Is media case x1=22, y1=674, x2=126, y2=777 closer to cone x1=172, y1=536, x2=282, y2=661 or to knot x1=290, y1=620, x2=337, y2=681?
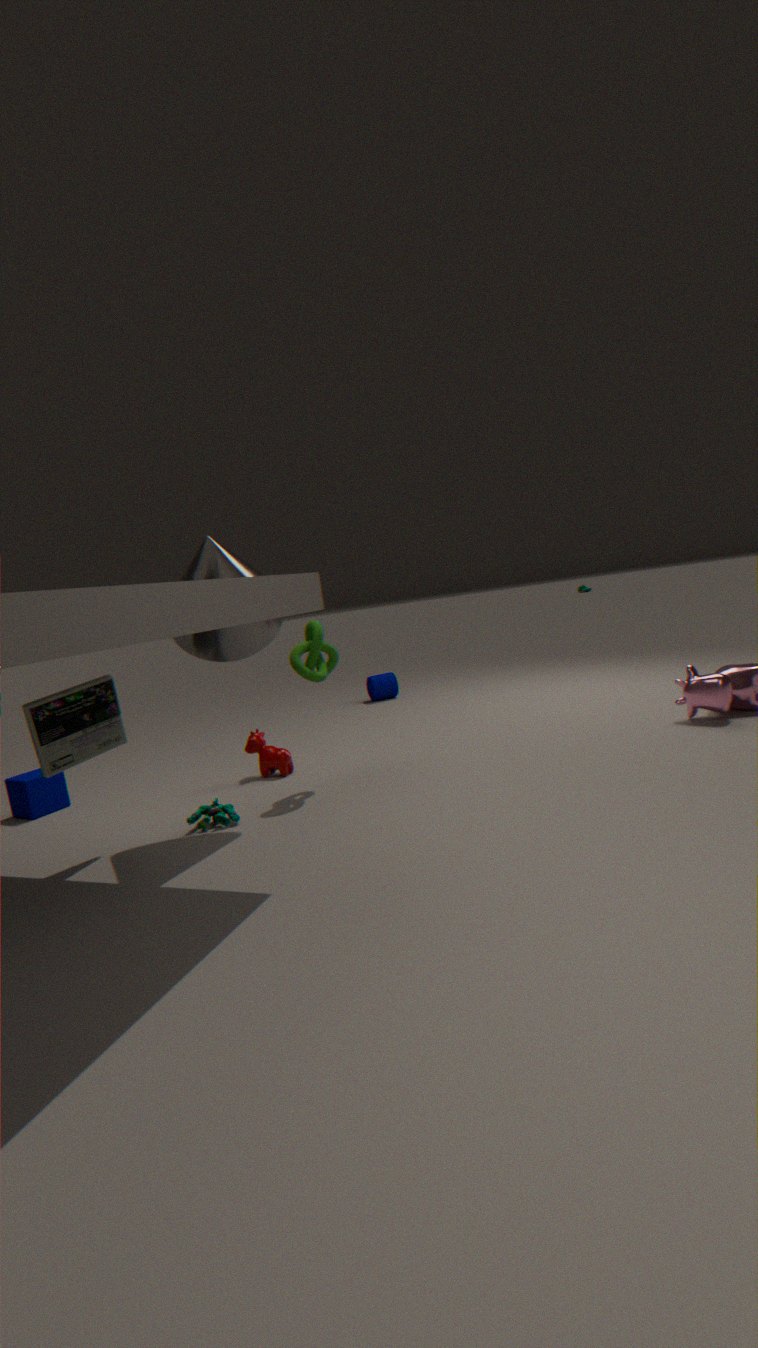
cone x1=172, y1=536, x2=282, y2=661
